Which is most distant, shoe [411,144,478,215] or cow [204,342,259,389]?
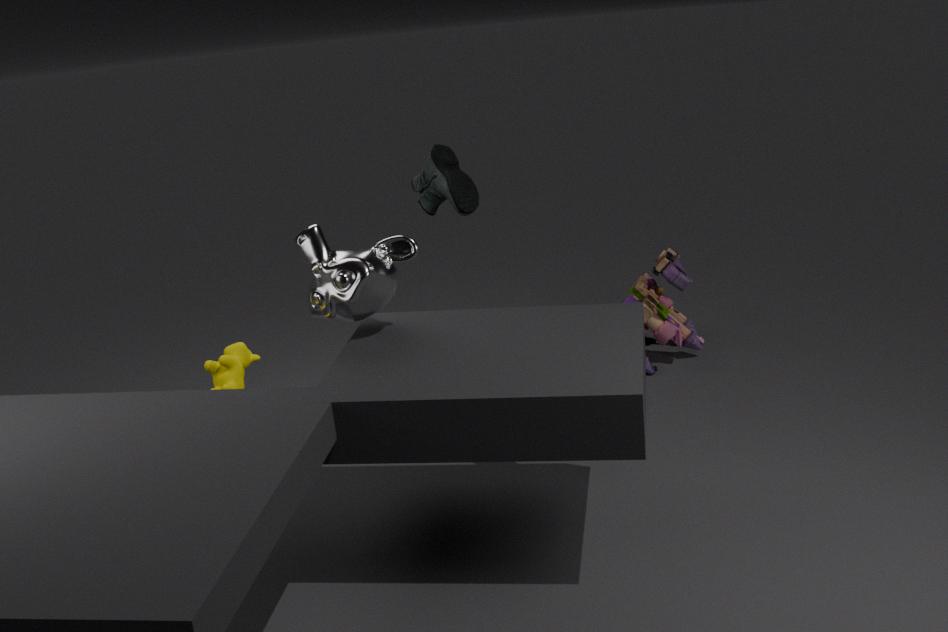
shoe [411,144,478,215]
